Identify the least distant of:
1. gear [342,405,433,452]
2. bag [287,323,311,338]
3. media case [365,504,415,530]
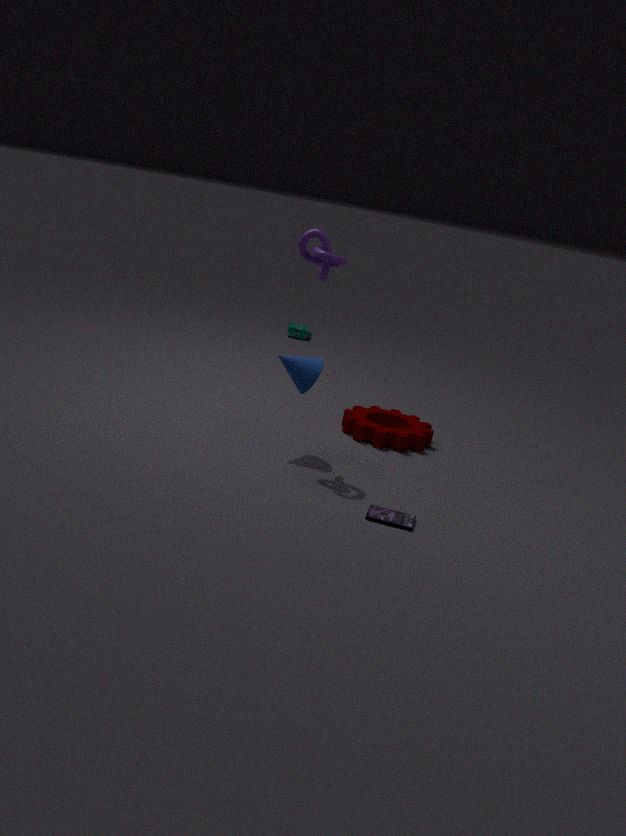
media case [365,504,415,530]
